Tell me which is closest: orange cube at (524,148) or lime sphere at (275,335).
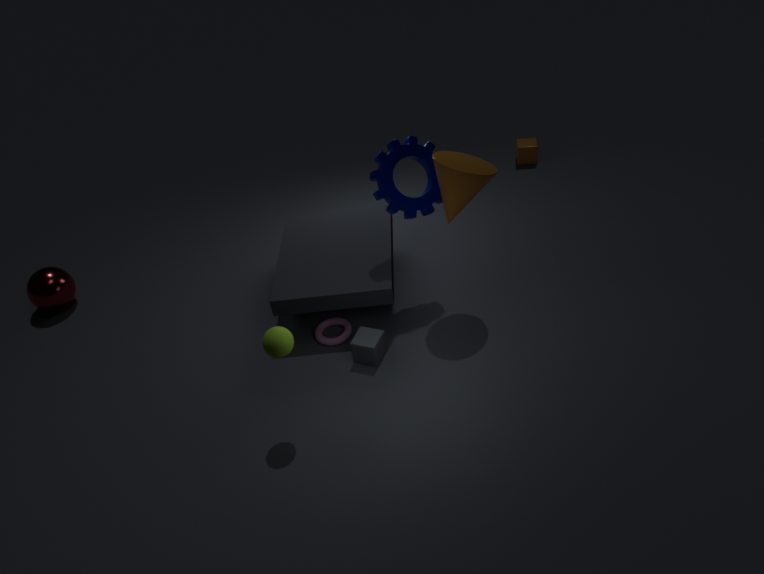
lime sphere at (275,335)
